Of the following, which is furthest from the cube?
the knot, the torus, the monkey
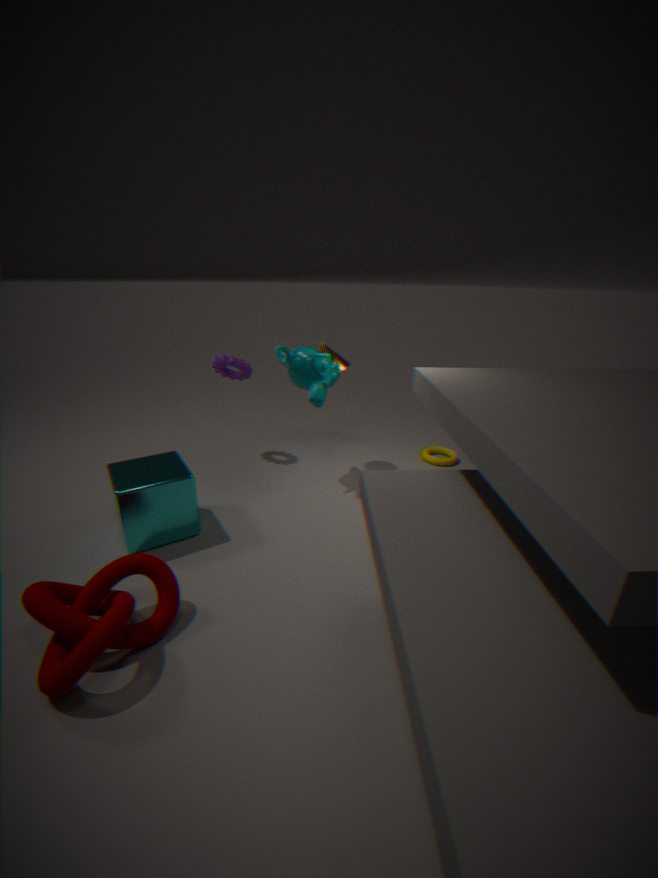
the torus
